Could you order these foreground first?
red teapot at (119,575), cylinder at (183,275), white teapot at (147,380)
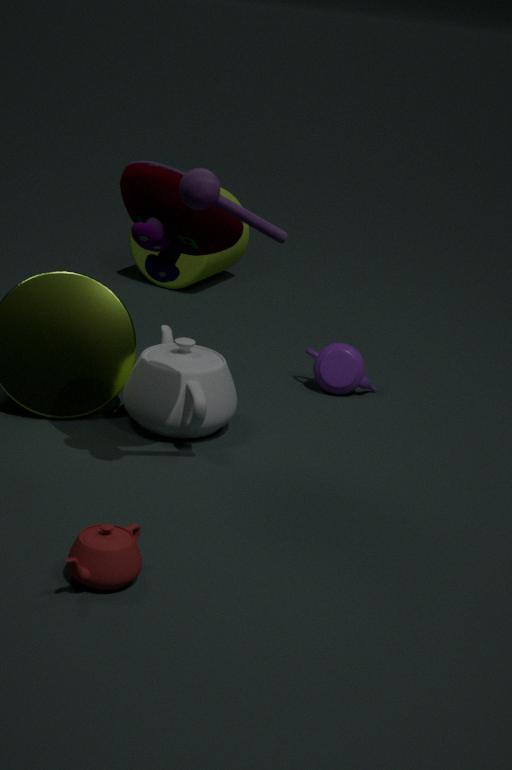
1. red teapot at (119,575)
2. white teapot at (147,380)
3. cylinder at (183,275)
